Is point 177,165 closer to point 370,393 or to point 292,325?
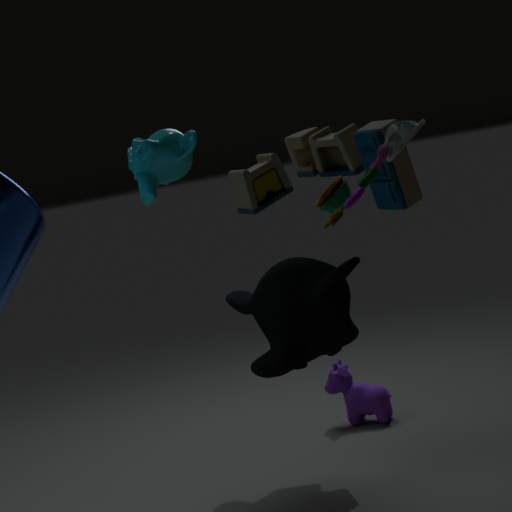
point 292,325
